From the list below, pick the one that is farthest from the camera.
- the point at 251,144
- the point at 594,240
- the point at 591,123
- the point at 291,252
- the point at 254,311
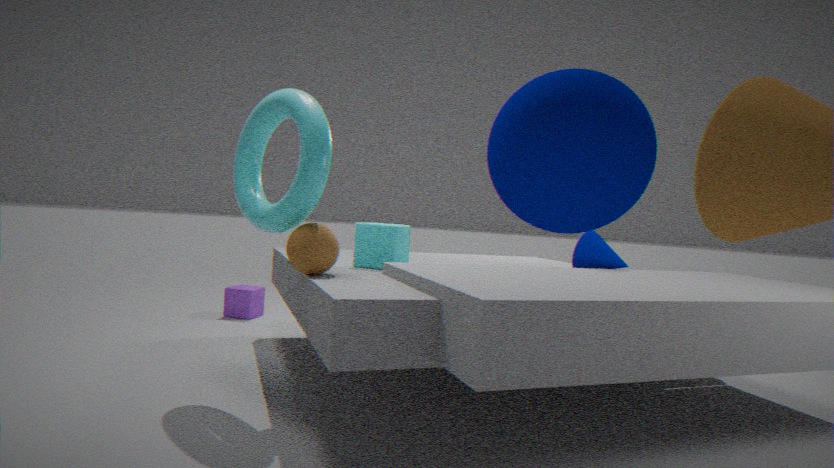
the point at 254,311
